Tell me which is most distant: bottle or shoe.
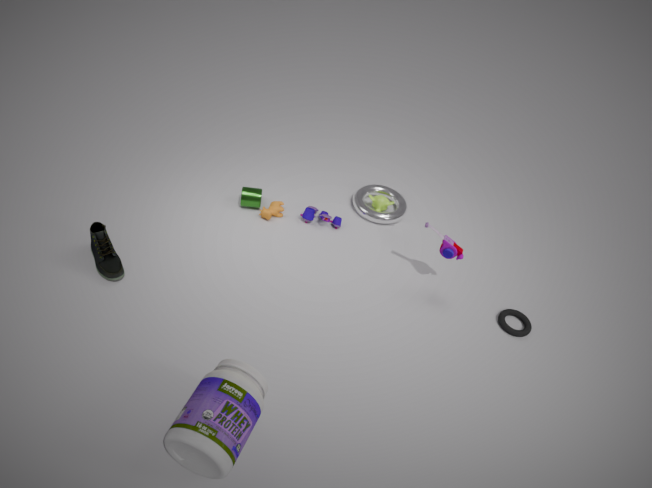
shoe
